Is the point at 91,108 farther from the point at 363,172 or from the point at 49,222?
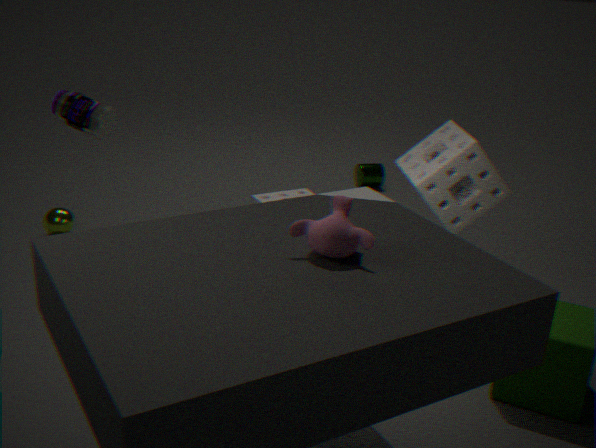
the point at 363,172
